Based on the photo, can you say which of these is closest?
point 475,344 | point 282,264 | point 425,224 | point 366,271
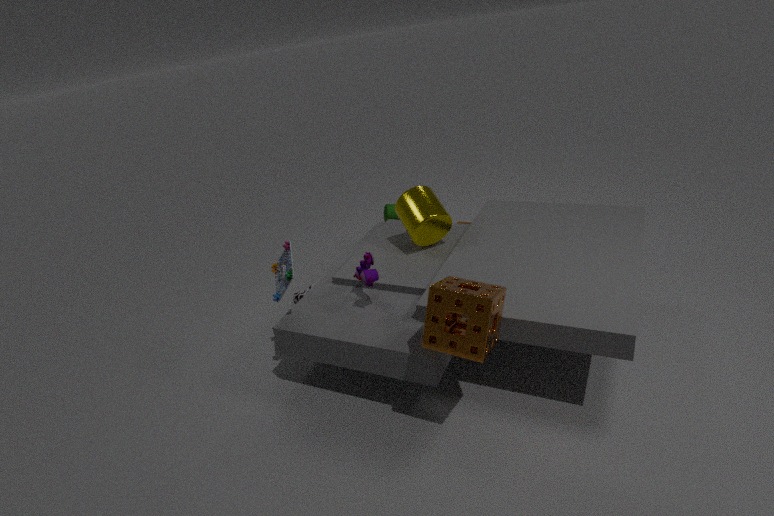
point 475,344
